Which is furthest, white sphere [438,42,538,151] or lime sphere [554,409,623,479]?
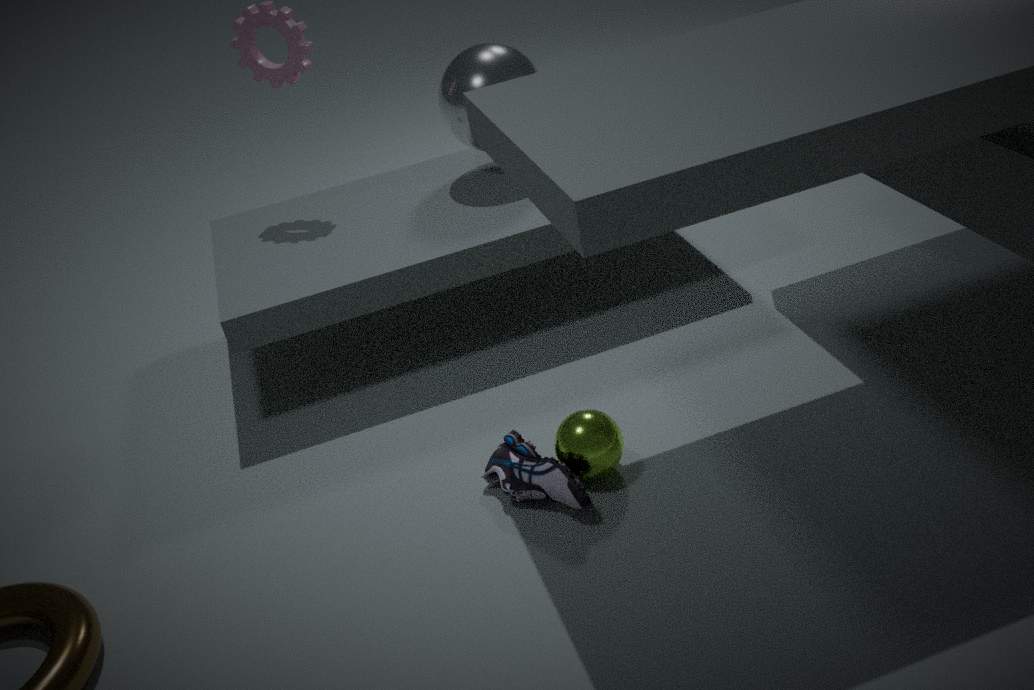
white sphere [438,42,538,151]
